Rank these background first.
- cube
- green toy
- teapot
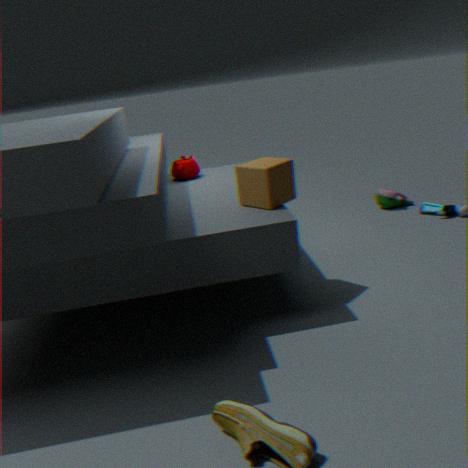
green toy → teapot → cube
